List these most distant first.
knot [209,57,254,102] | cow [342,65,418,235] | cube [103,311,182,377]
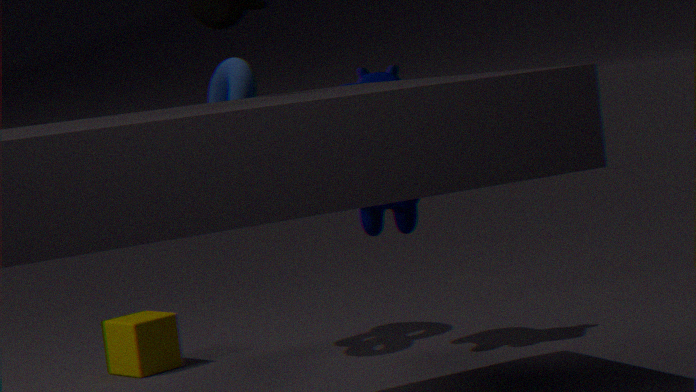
1. cube [103,311,182,377]
2. knot [209,57,254,102]
3. cow [342,65,418,235]
